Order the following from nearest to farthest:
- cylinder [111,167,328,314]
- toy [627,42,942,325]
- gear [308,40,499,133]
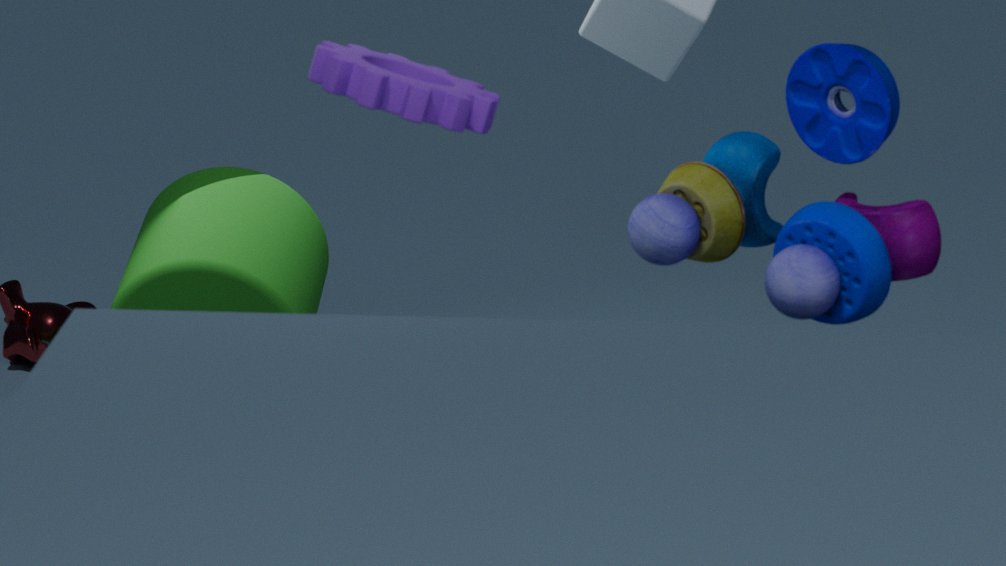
gear [308,40,499,133] → toy [627,42,942,325] → cylinder [111,167,328,314]
